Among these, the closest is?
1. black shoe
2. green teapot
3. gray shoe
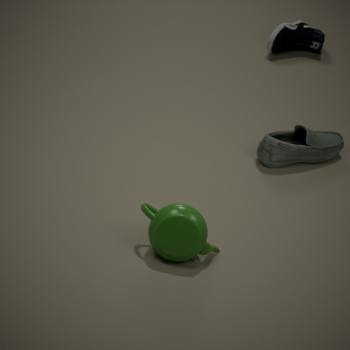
green teapot
